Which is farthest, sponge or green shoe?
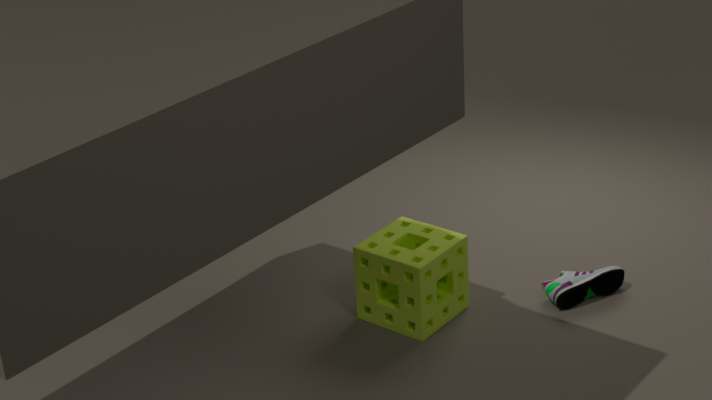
green shoe
